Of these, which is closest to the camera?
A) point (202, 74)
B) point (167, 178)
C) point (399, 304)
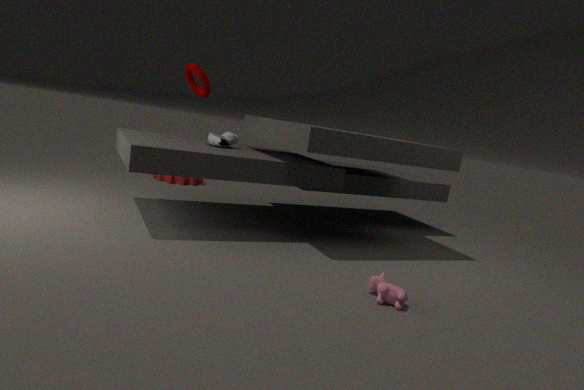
point (399, 304)
